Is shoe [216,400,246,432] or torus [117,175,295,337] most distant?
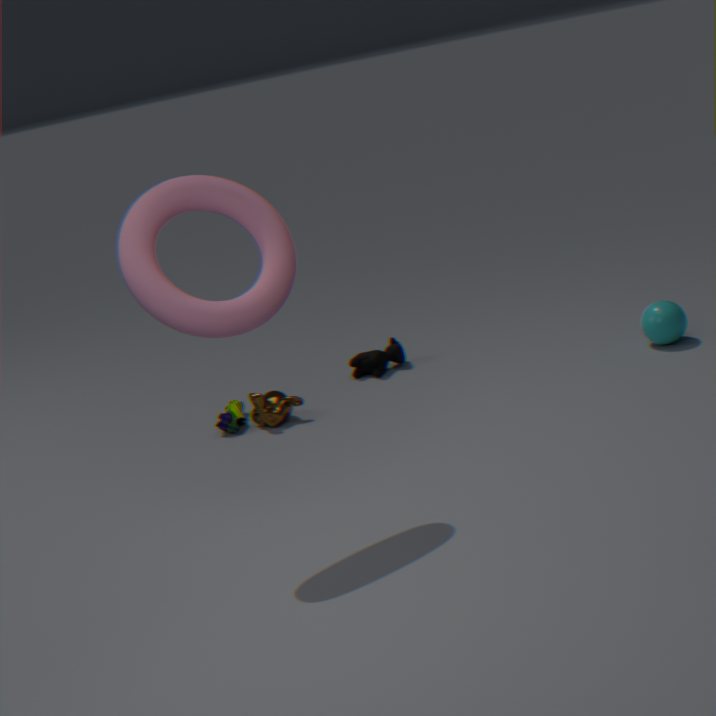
shoe [216,400,246,432]
